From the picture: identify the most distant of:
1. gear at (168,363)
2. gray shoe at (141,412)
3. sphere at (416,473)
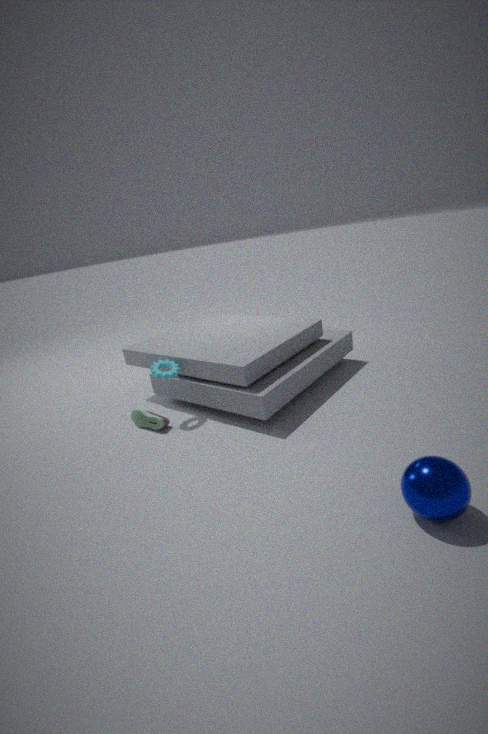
gear at (168,363)
